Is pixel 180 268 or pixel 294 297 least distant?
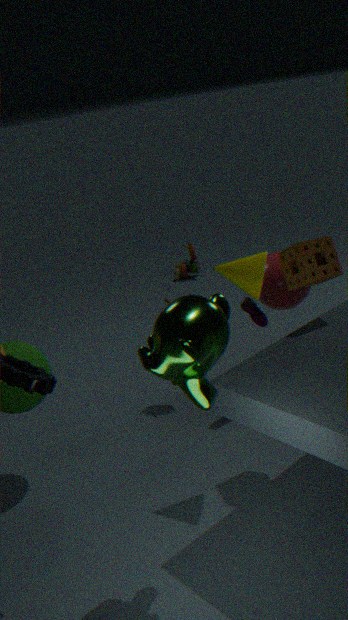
pixel 294 297
